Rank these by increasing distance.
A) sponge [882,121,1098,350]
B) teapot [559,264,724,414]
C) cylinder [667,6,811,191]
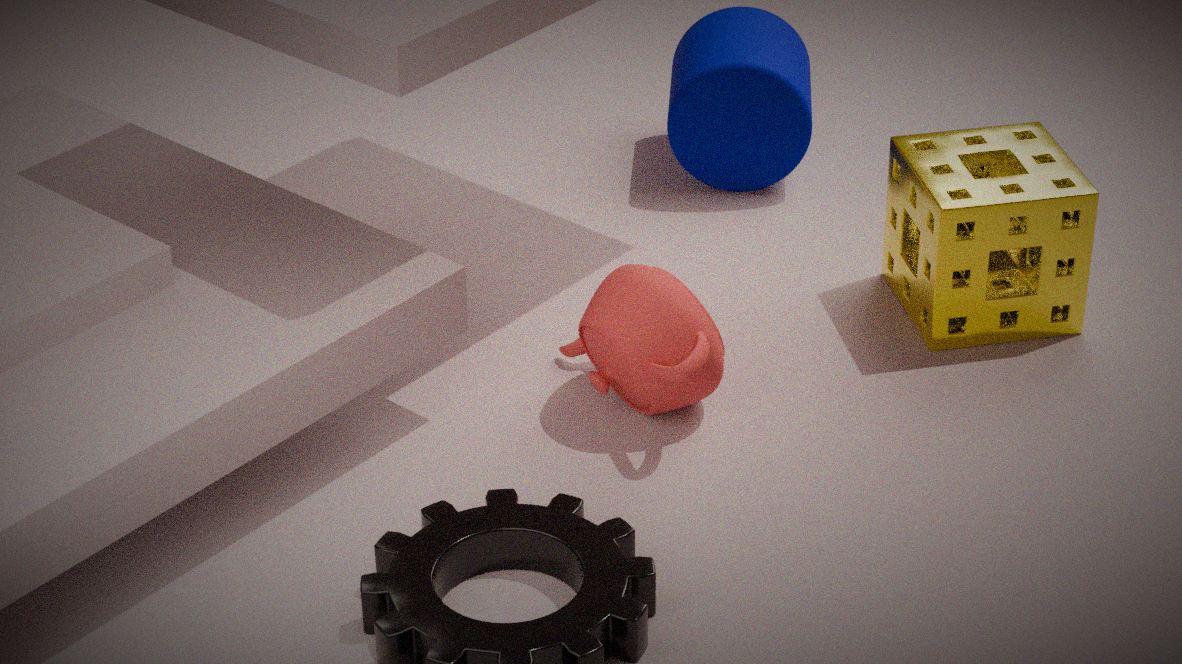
teapot [559,264,724,414] → sponge [882,121,1098,350] → cylinder [667,6,811,191]
